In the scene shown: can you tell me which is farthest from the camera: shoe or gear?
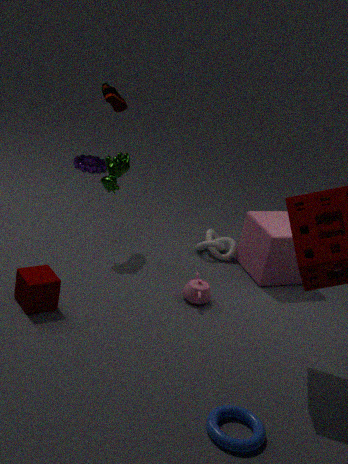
gear
